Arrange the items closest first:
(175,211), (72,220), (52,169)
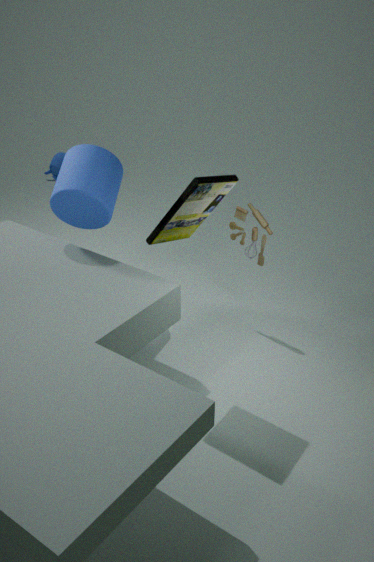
(175,211) < (72,220) < (52,169)
